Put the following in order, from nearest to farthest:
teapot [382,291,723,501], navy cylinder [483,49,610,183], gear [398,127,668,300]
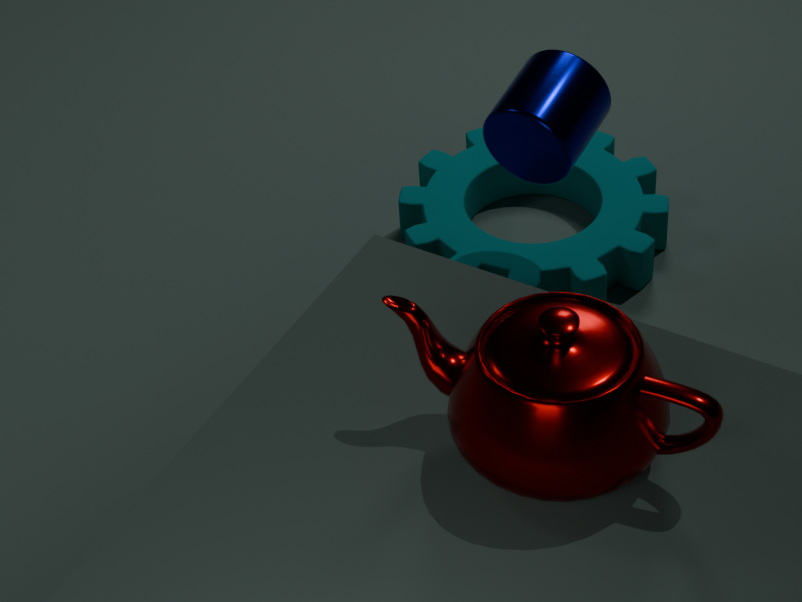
teapot [382,291,723,501], navy cylinder [483,49,610,183], gear [398,127,668,300]
